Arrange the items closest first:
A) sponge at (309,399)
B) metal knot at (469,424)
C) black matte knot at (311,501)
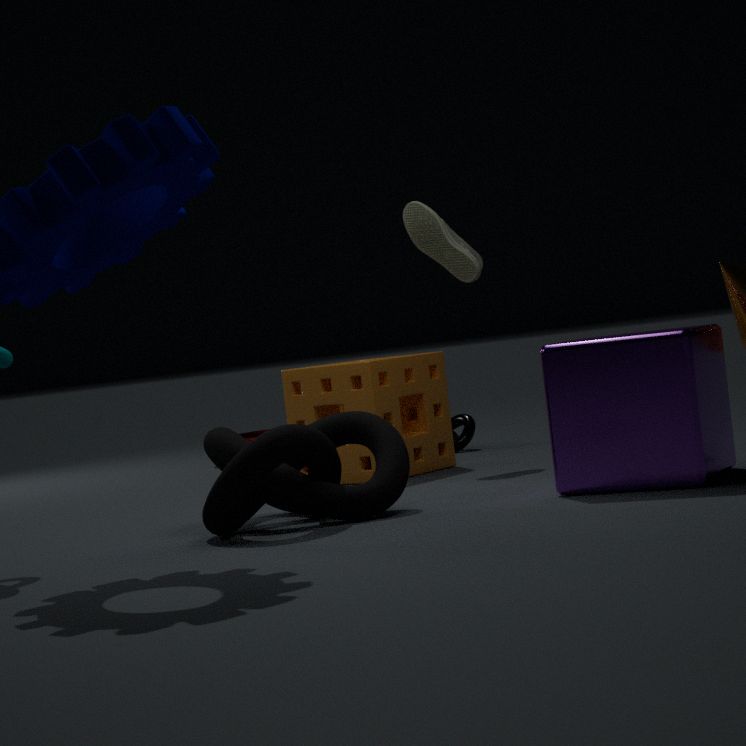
black matte knot at (311,501), sponge at (309,399), metal knot at (469,424)
